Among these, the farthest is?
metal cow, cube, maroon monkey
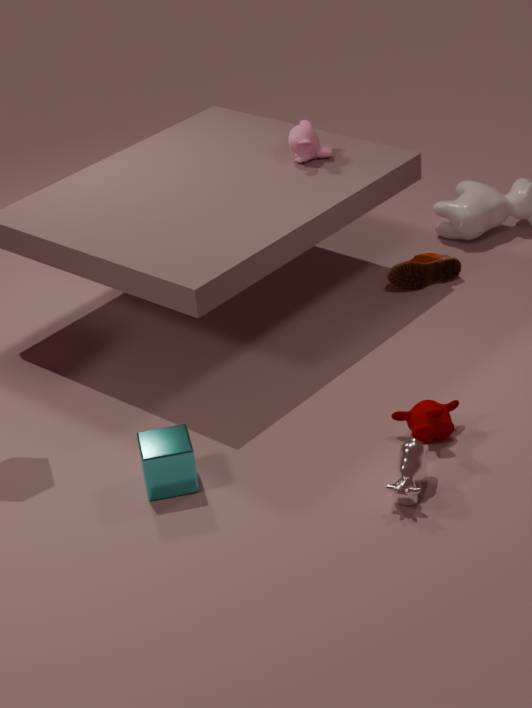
maroon monkey
